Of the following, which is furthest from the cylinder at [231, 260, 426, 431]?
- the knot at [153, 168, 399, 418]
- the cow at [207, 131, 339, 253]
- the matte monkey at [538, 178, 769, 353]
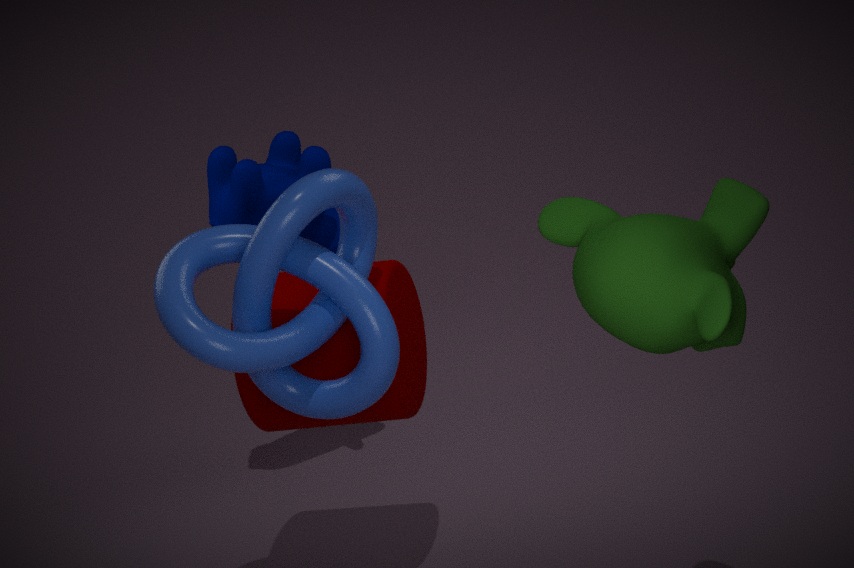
the matte monkey at [538, 178, 769, 353]
